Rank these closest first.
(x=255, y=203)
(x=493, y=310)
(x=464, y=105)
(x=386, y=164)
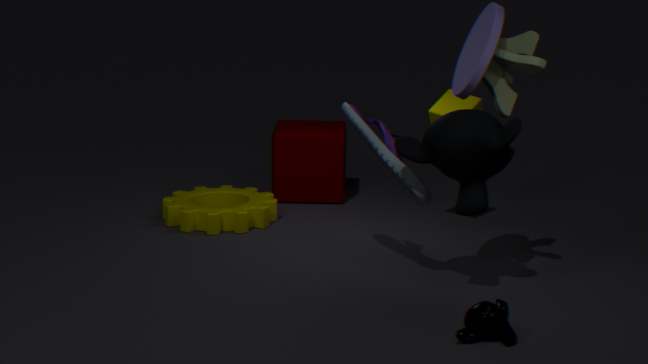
(x=493, y=310) < (x=386, y=164) < (x=464, y=105) < (x=255, y=203)
